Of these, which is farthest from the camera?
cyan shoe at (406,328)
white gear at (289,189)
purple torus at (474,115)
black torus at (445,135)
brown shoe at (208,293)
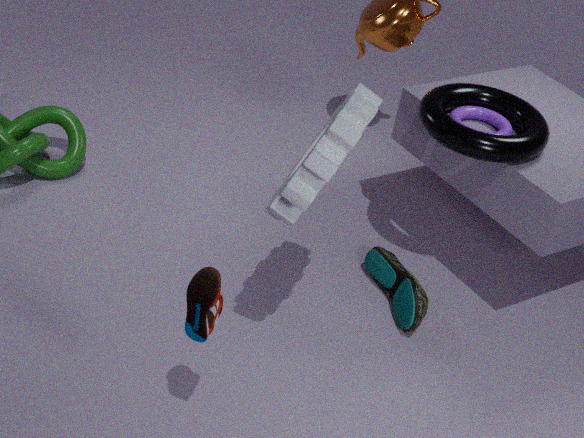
purple torus at (474,115)
